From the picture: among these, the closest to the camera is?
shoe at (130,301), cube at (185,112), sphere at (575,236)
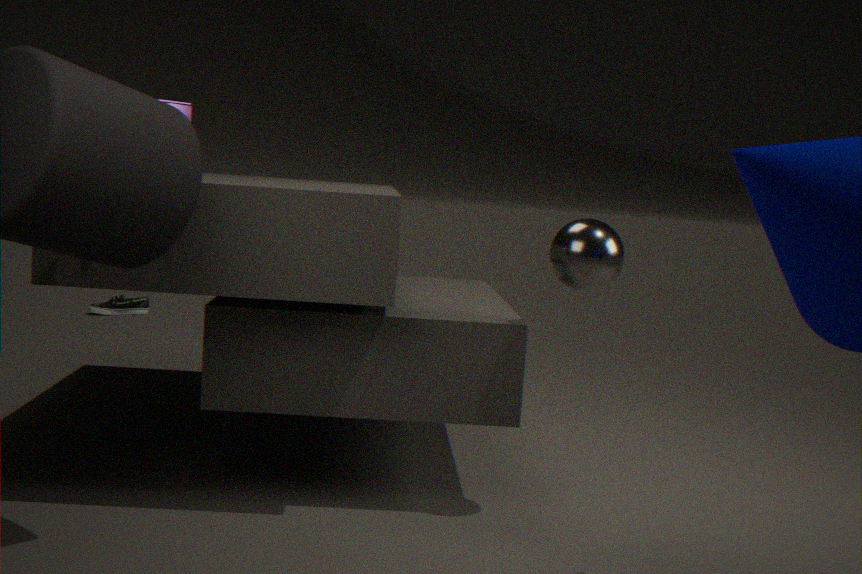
cube at (185,112)
